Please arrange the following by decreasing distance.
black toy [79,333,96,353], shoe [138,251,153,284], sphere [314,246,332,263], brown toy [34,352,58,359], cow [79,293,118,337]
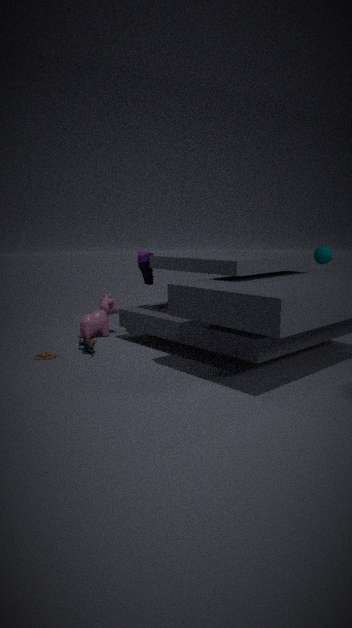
1. cow [79,293,118,337]
2. shoe [138,251,153,284]
3. sphere [314,246,332,263]
4. black toy [79,333,96,353]
5. brown toy [34,352,58,359]
